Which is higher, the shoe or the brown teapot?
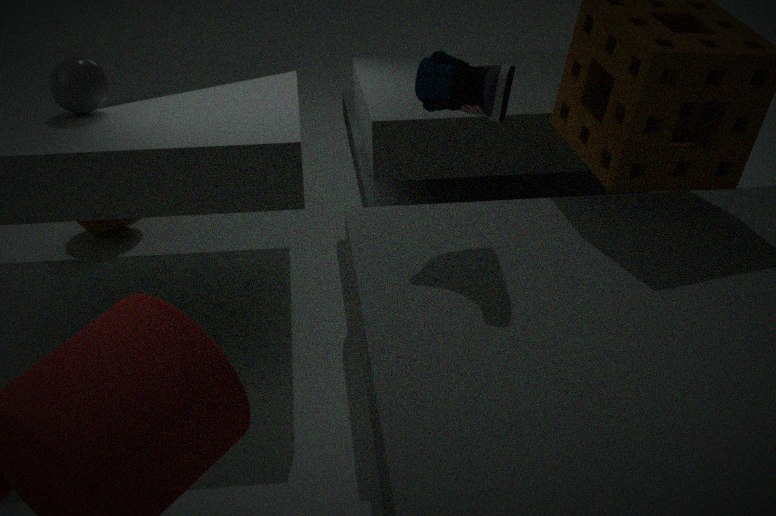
the shoe
